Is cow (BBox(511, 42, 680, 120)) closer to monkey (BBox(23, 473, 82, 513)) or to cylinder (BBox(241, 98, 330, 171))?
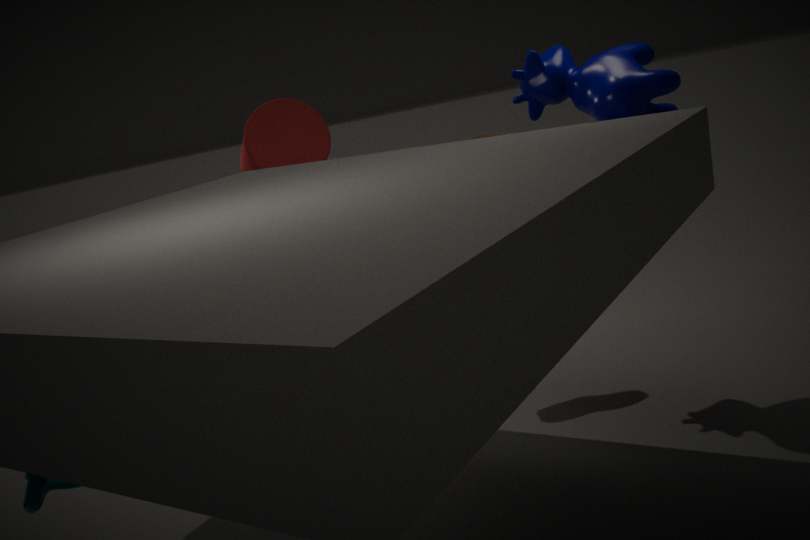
cylinder (BBox(241, 98, 330, 171))
